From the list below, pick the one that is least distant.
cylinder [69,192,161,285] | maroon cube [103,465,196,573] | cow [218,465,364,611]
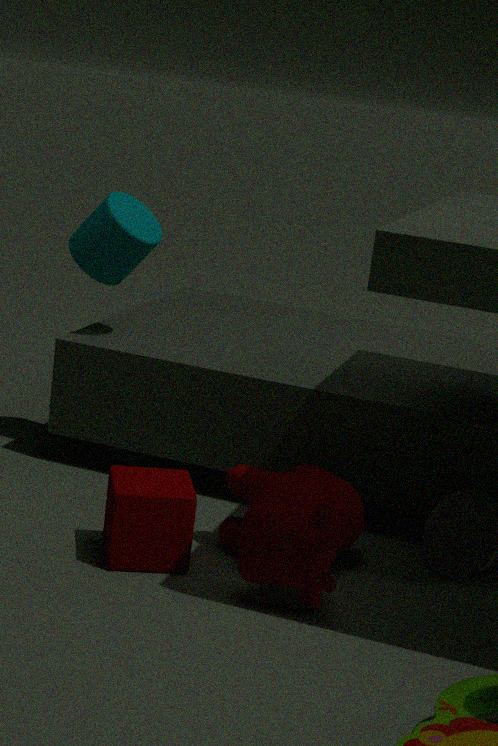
cow [218,465,364,611]
